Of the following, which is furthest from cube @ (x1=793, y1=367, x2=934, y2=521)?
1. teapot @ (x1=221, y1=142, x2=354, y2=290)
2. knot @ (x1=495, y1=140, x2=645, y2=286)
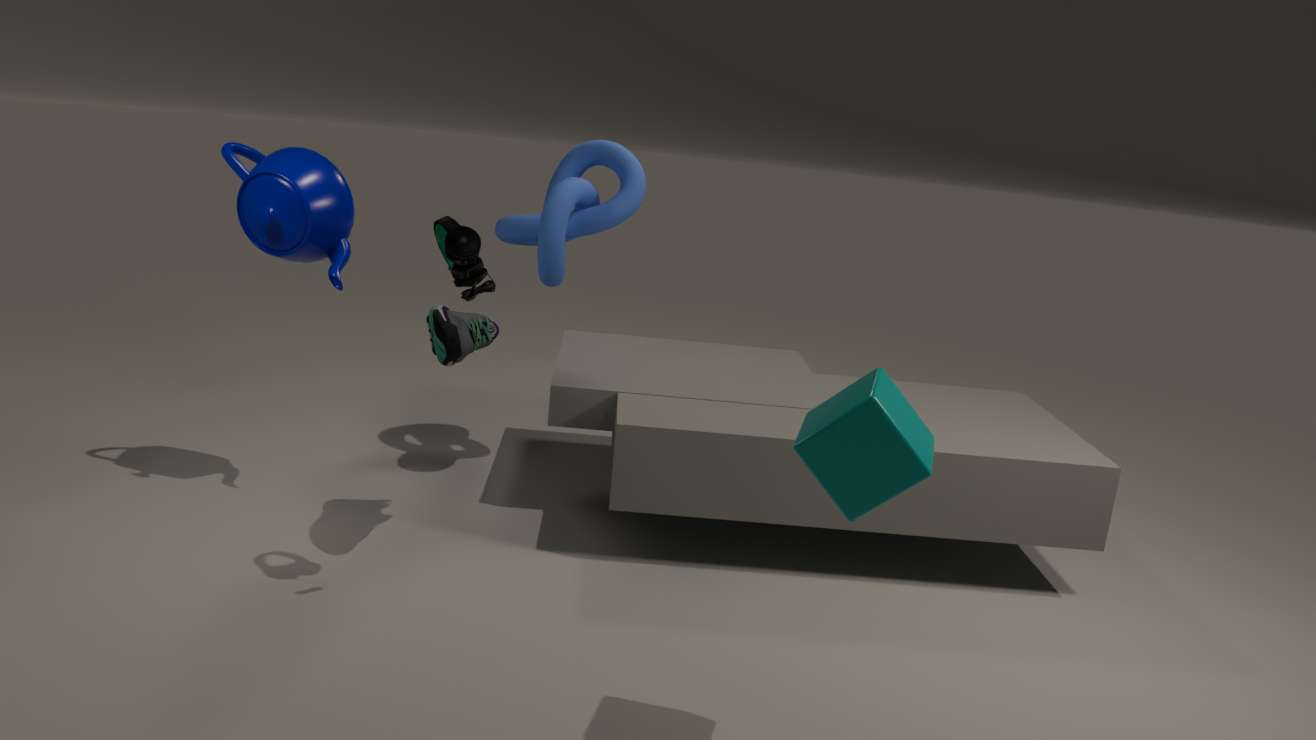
teapot @ (x1=221, y1=142, x2=354, y2=290)
